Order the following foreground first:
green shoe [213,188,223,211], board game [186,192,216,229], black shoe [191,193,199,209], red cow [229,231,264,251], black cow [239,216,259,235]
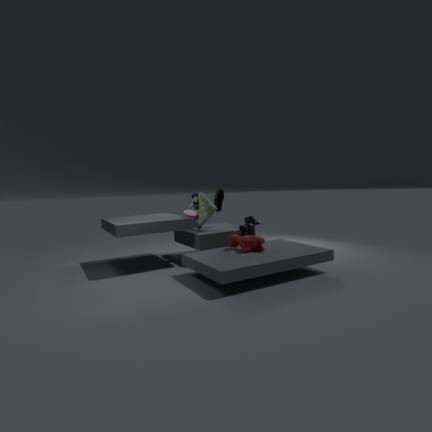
red cow [229,231,264,251] → black shoe [191,193,199,209] → black cow [239,216,259,235] → board game [186,192,216,229] → green shoe [213,188,223,211]
